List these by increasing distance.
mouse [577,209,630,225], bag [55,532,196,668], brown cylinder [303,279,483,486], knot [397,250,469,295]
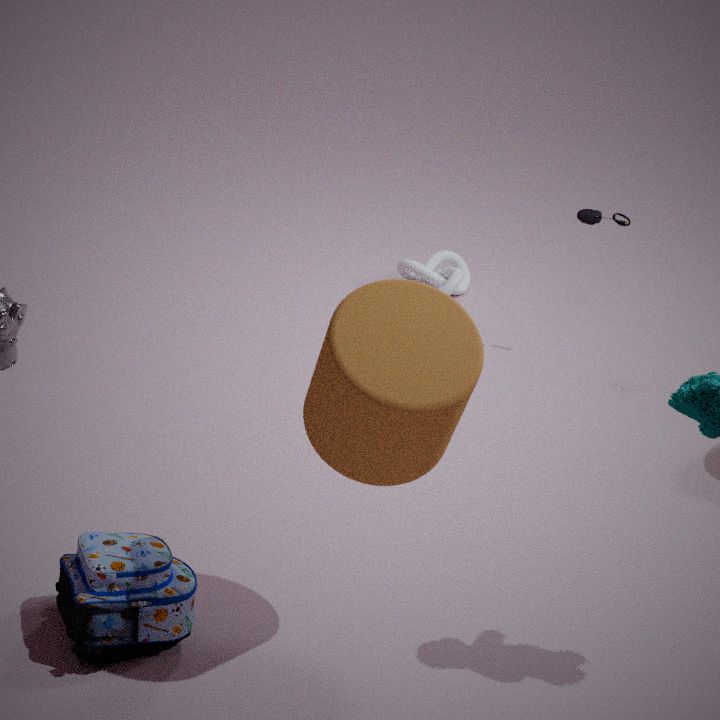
brown cylinder [303,279,483,486]
bag [55,532,196,668]
mouse [577,209,630,225]
knot [397,250,469,295]
